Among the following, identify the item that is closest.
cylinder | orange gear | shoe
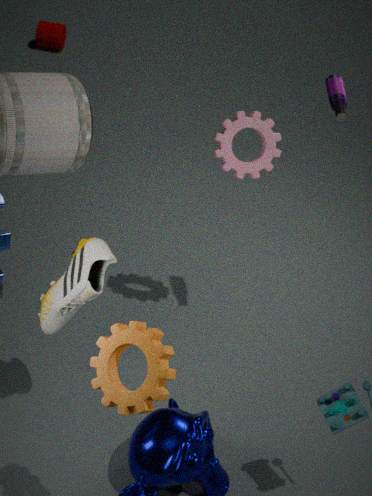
orange gear
